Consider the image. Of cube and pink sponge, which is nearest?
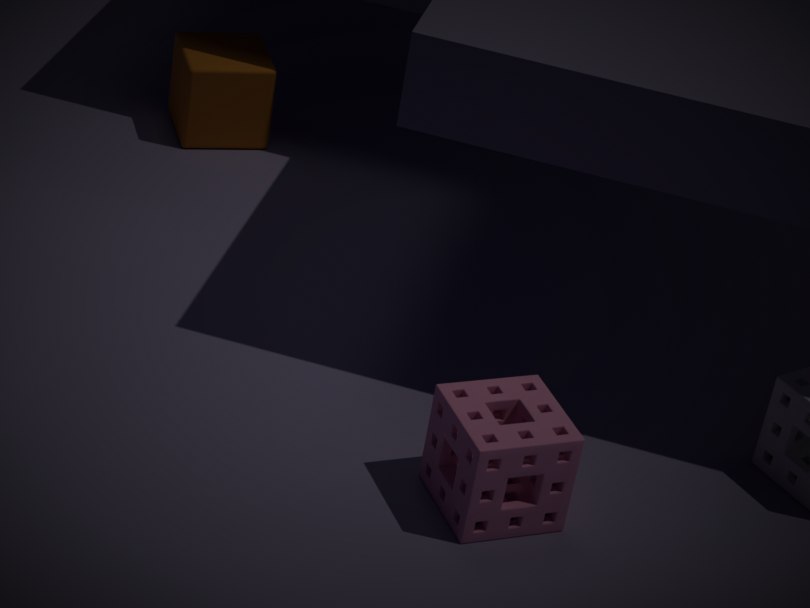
pink sponge
